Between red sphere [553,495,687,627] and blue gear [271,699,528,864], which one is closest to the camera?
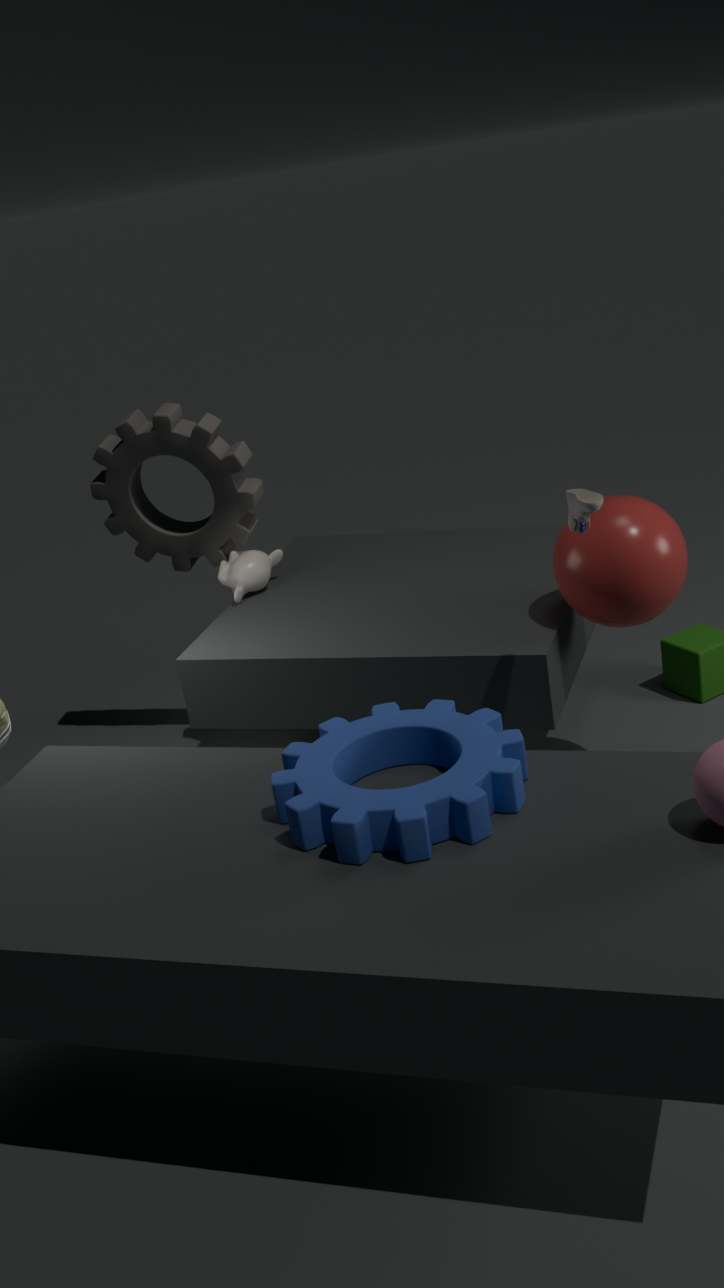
blue gear [271,699,528,864]
